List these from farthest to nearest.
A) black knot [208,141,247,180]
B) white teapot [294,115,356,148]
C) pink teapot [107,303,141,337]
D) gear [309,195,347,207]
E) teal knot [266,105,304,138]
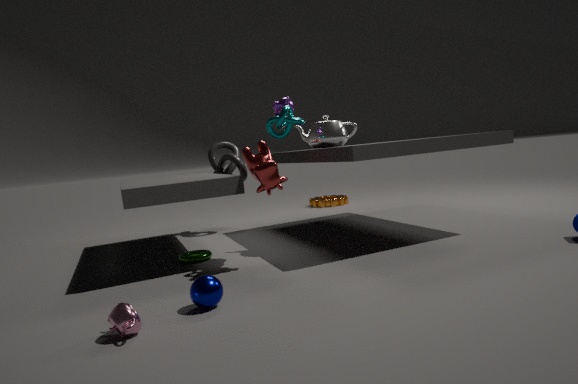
gear [309,195,347,207] → black knot [208,141,247,180] → white teapot [294,115,356,148] → teal knot [266,105,304,138] → pink teapot [107,303,141,337]
